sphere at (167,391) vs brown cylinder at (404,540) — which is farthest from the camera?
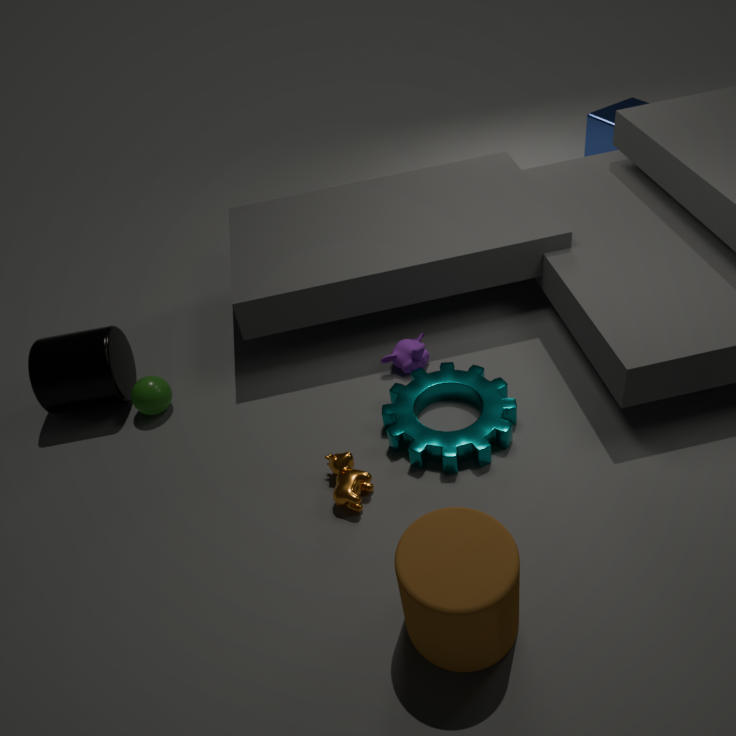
sphere at (167,391)
